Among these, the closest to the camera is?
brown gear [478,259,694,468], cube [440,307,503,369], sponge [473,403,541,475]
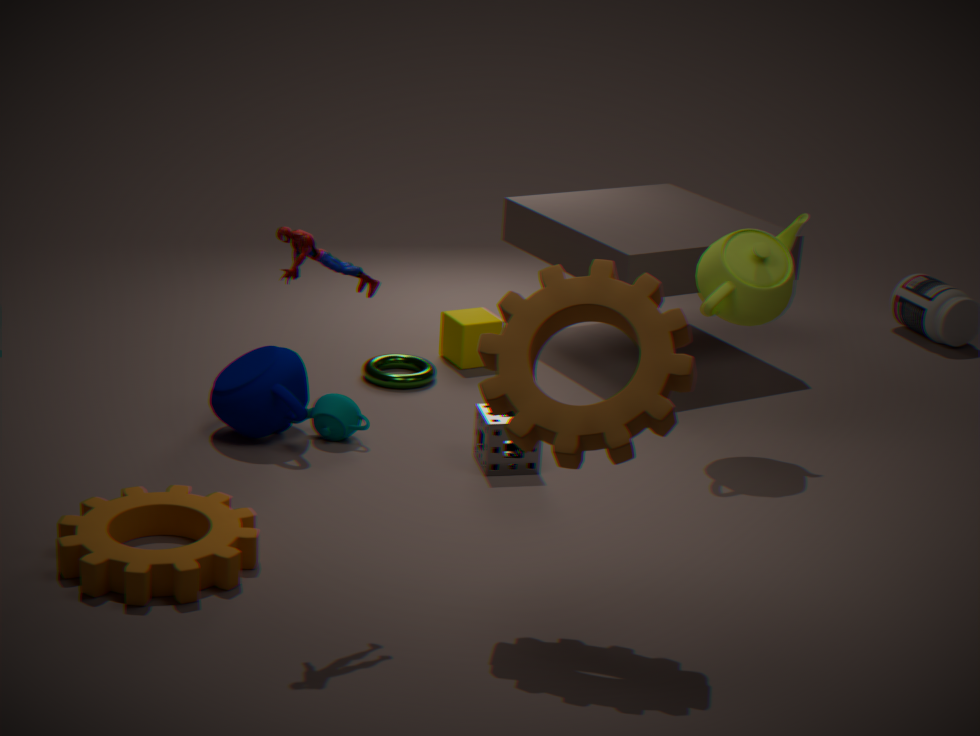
brown gear [478,259,694,468]
